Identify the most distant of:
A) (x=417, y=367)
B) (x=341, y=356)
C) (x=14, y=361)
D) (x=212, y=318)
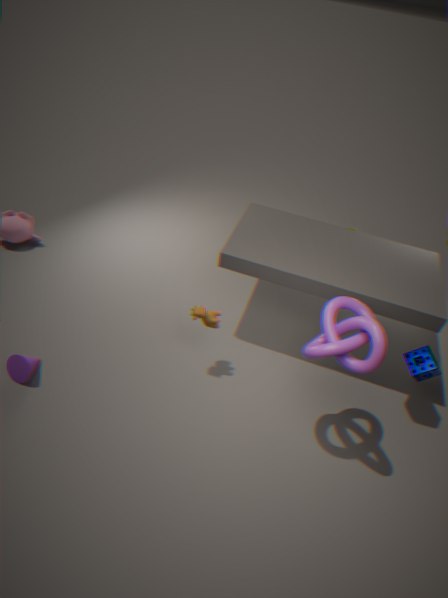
(x=212, y=318)
